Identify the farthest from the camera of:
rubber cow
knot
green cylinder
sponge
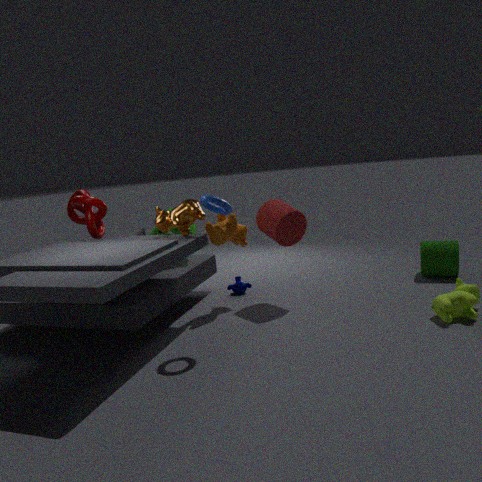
sponge
